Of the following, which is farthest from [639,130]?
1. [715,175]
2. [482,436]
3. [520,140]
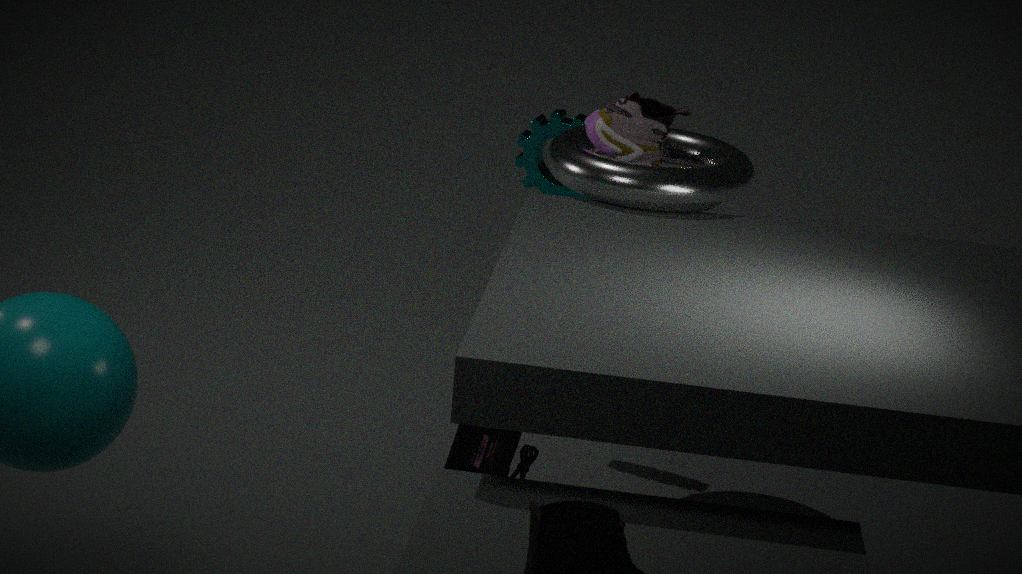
[482,436]
